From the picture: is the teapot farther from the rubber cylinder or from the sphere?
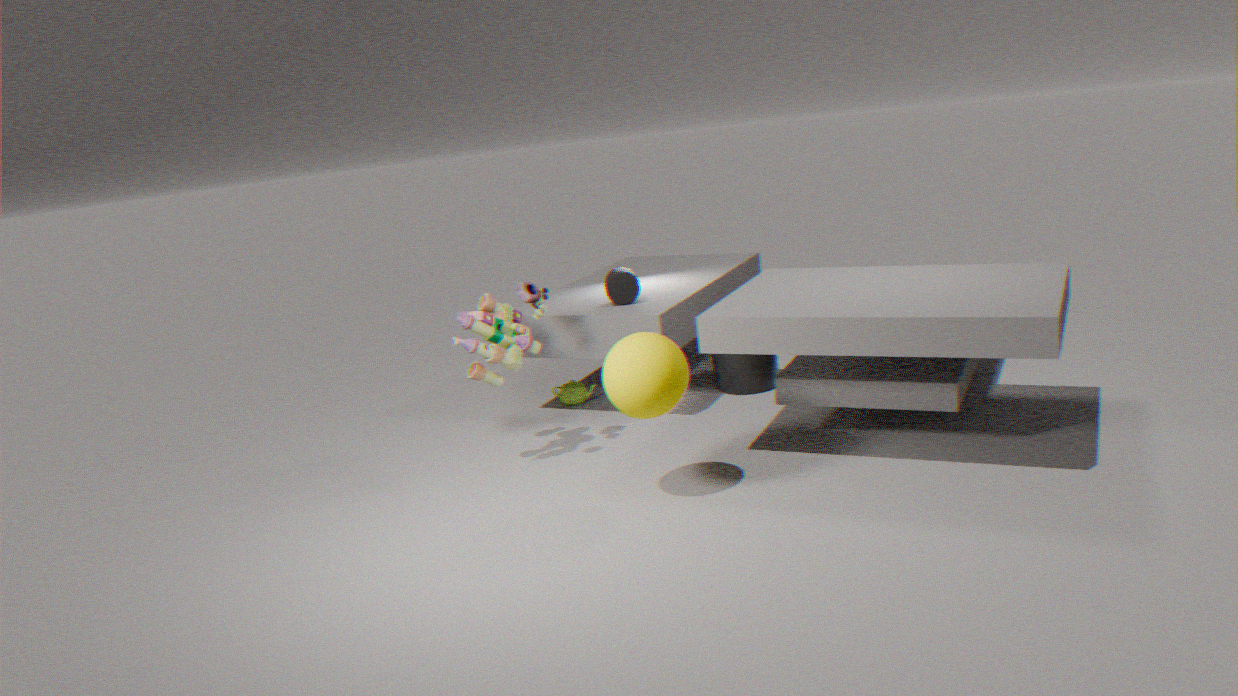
the sphere
